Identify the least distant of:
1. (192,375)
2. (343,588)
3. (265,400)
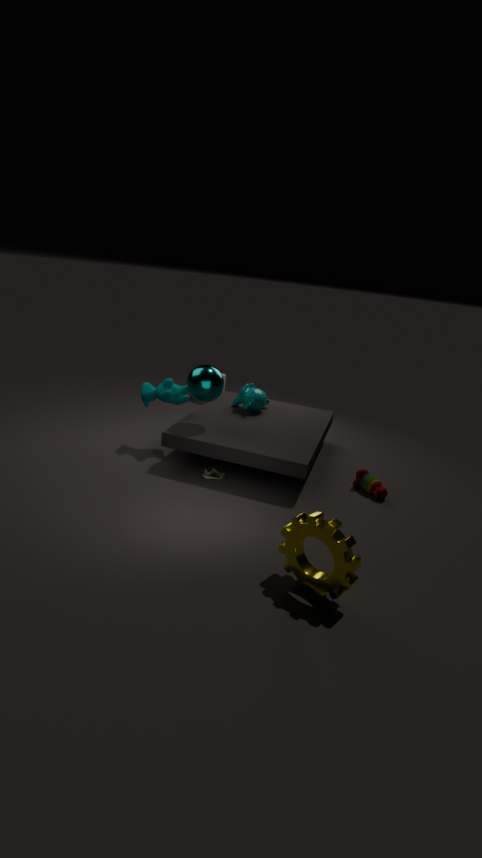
(343,588)
